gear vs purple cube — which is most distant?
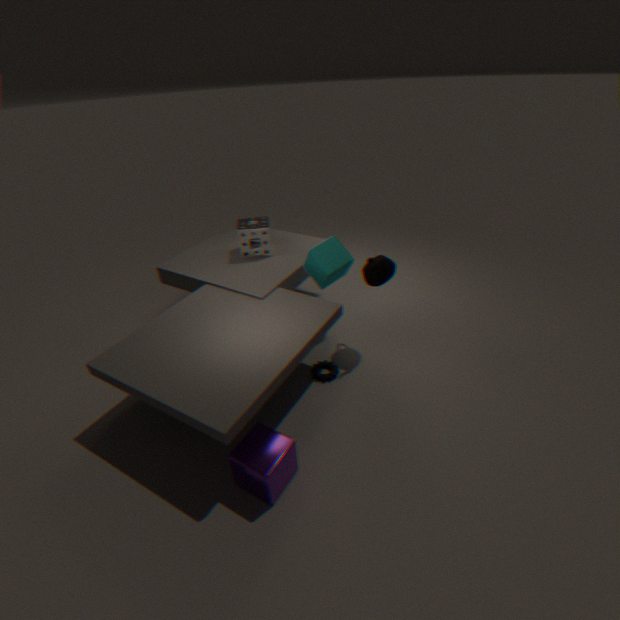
gear
